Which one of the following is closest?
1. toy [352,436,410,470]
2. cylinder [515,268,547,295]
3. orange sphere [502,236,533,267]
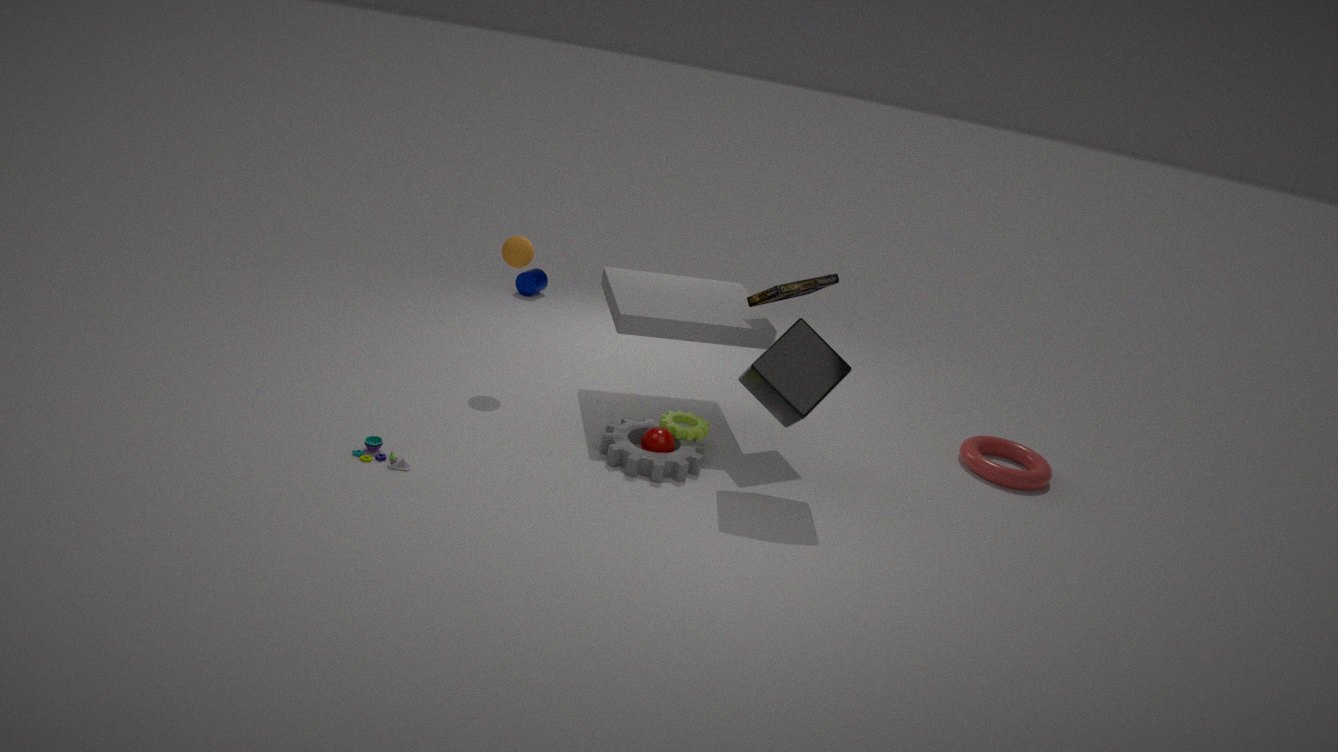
toy [352,436,410,470]
